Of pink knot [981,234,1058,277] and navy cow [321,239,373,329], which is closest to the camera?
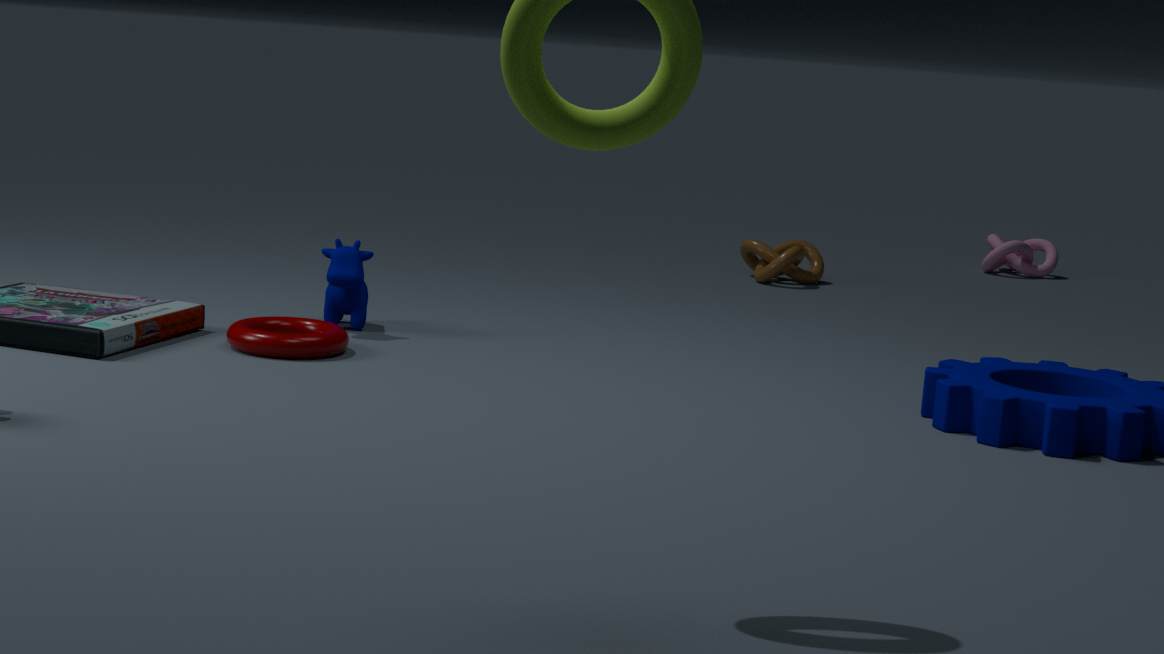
navy cow [321,239,373,329]
